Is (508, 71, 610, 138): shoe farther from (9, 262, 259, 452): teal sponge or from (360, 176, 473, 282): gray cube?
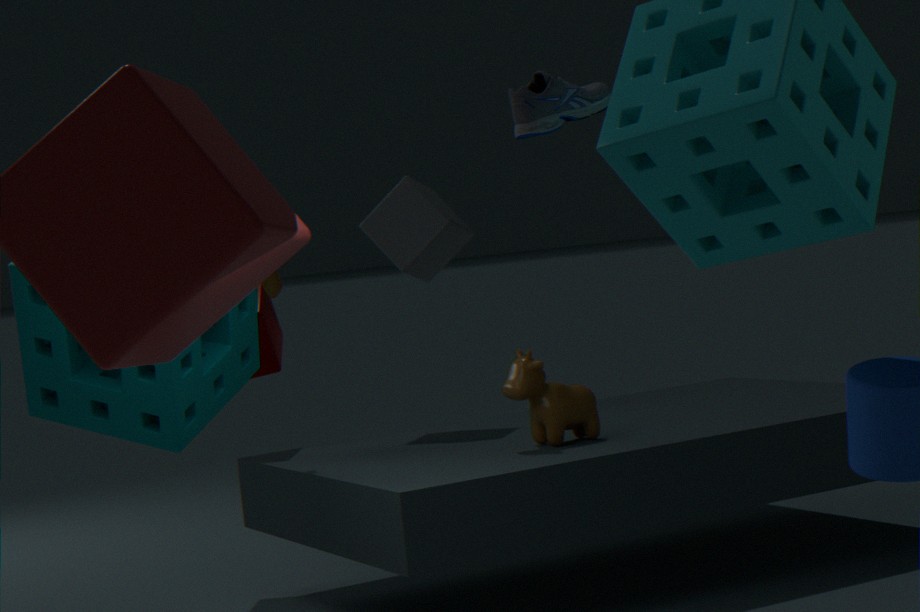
(360, 176, 473, 282): gray cube
